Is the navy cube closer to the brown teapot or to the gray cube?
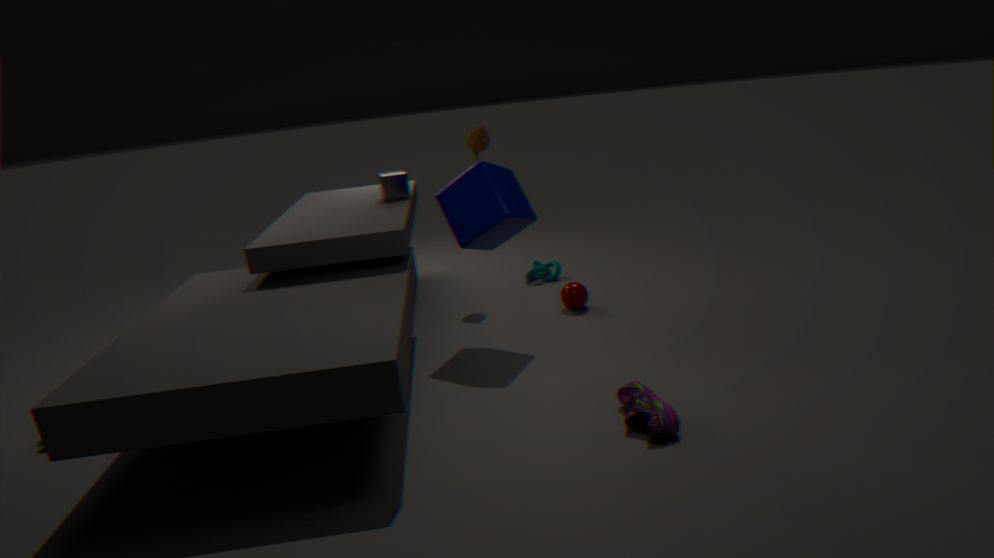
the brown teapot
